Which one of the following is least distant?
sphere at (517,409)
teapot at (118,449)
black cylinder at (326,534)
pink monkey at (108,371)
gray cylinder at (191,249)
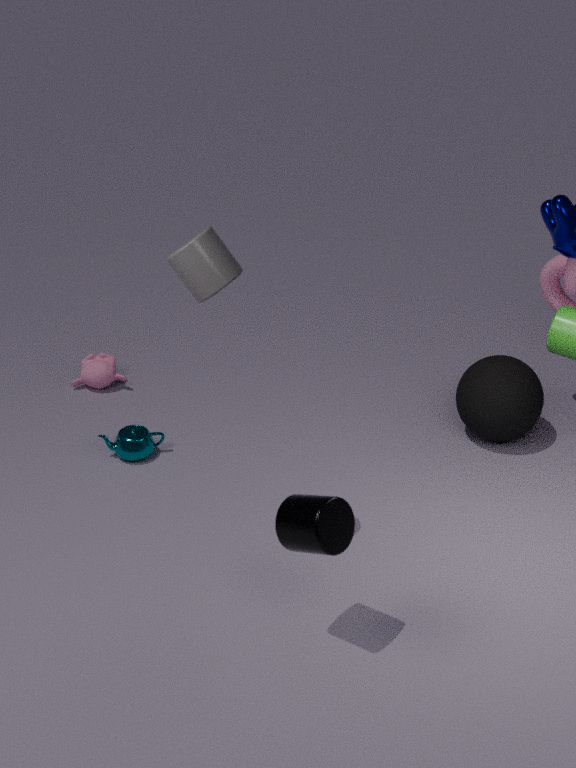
black cylinder at (326,534)
